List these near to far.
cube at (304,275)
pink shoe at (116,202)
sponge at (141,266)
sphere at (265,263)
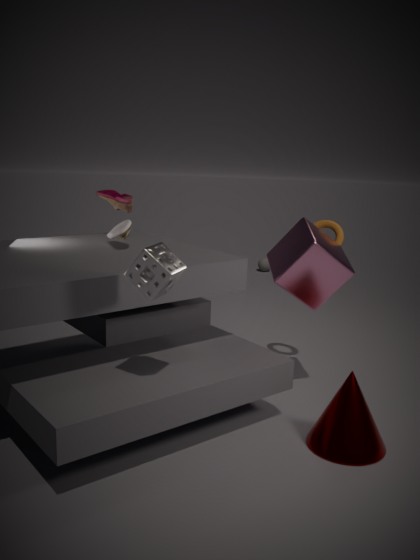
sponge at (141,266)
cube at (304,275)
pink shoe at (116,202)
sphere at (265,263)
